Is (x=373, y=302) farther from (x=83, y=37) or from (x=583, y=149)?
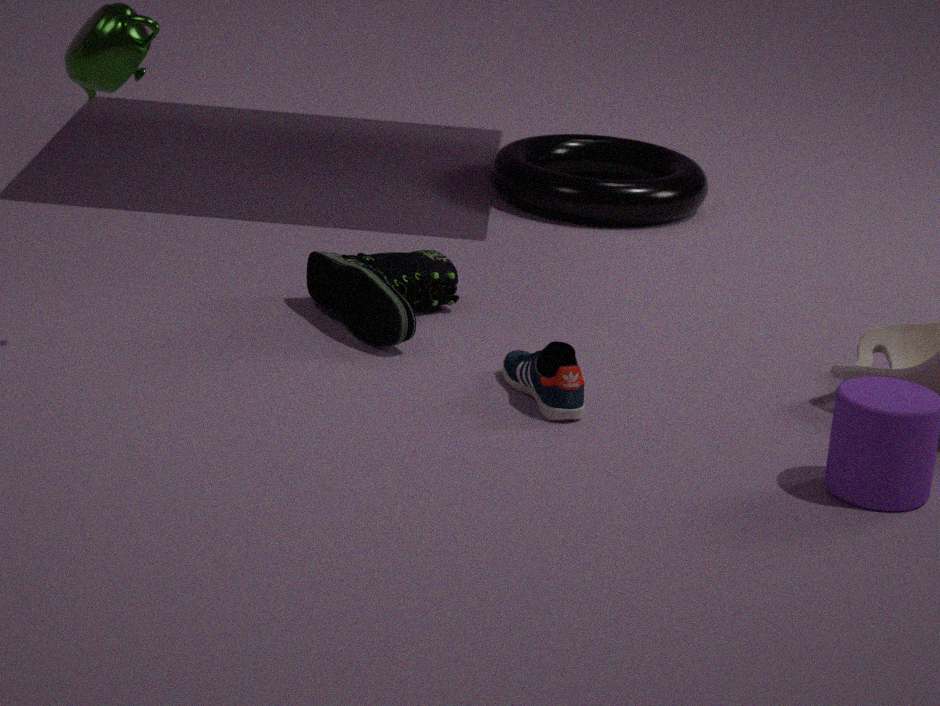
(x=583, y=149)
